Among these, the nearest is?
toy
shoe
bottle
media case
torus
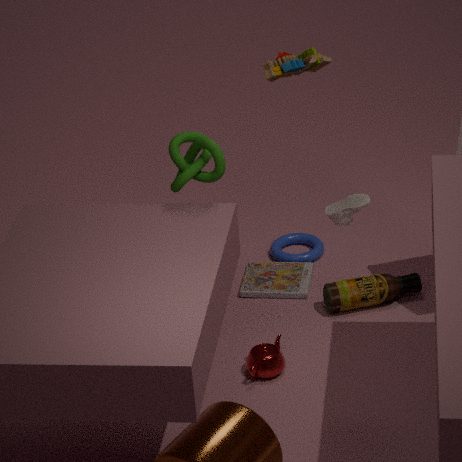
shoe
